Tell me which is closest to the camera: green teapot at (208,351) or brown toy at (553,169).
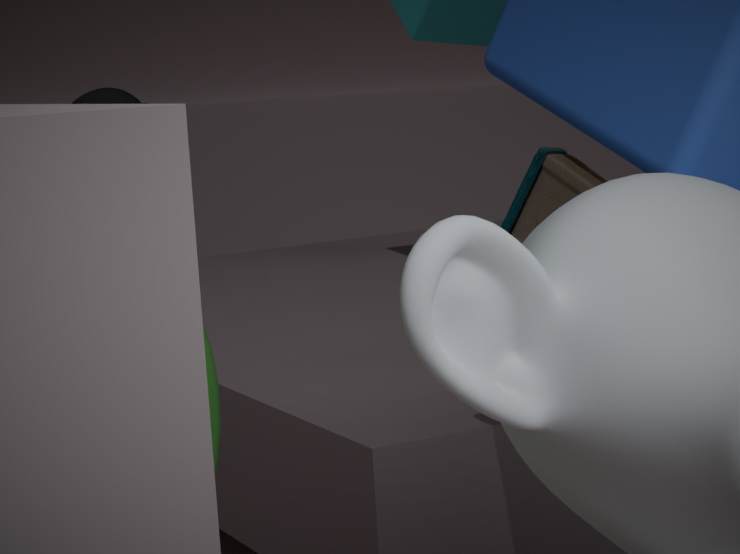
green teapot at (208,351)
